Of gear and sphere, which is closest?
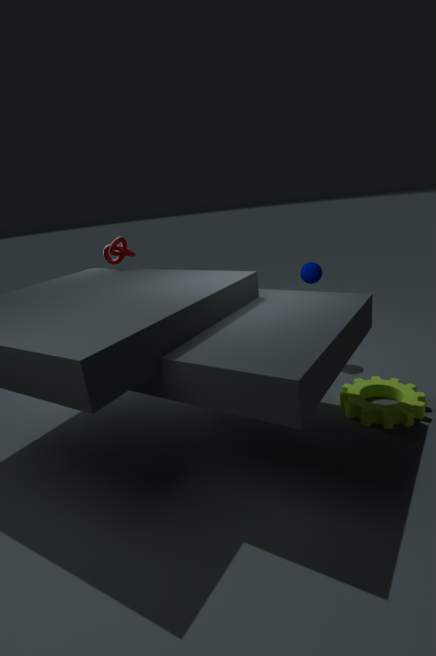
gear
